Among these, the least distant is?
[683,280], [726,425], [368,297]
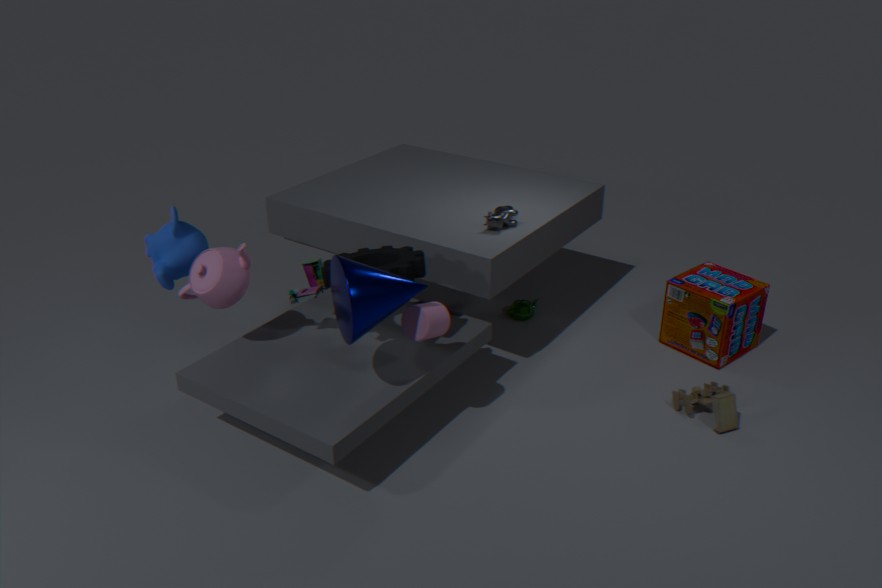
[368,297]
